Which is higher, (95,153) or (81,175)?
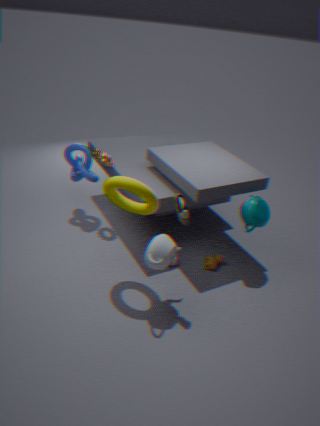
(95,153)
